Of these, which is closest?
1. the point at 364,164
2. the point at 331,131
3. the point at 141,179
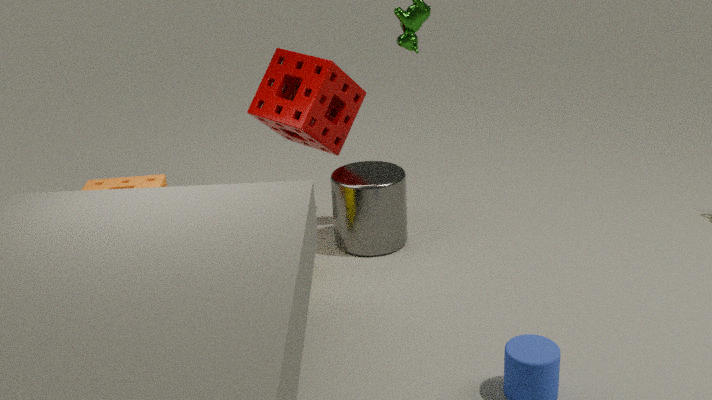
the point at 141,179
